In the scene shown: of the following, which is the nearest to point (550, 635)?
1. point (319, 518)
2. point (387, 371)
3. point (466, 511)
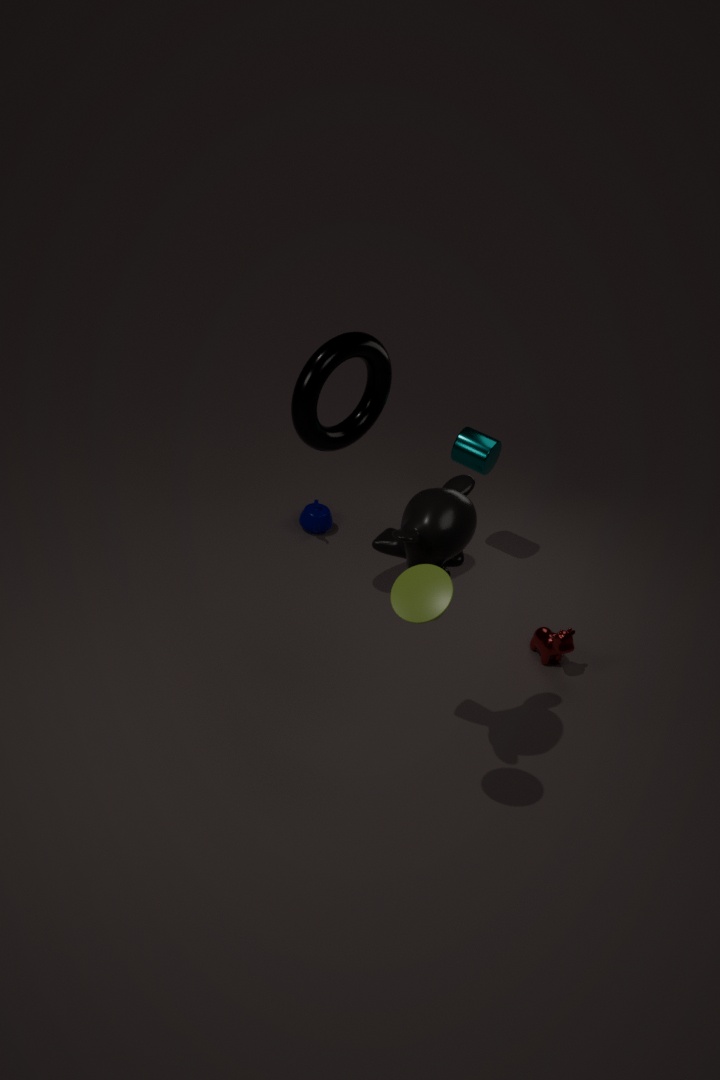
point (466, 511)
